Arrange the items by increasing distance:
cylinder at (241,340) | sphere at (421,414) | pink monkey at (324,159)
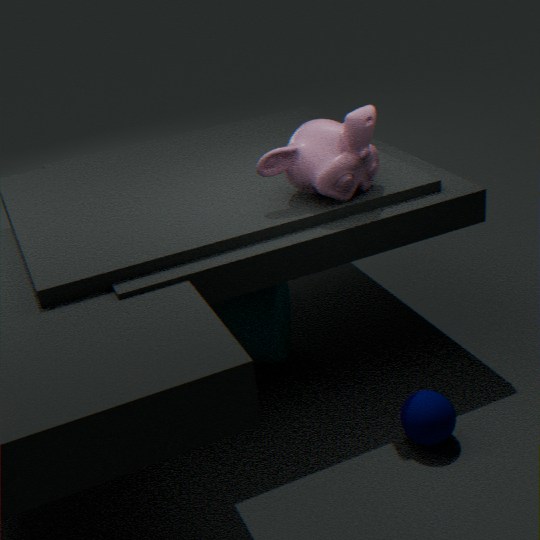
sphere at (421,414) → pink monkey at (324,159) → cylinder at (241,340)
